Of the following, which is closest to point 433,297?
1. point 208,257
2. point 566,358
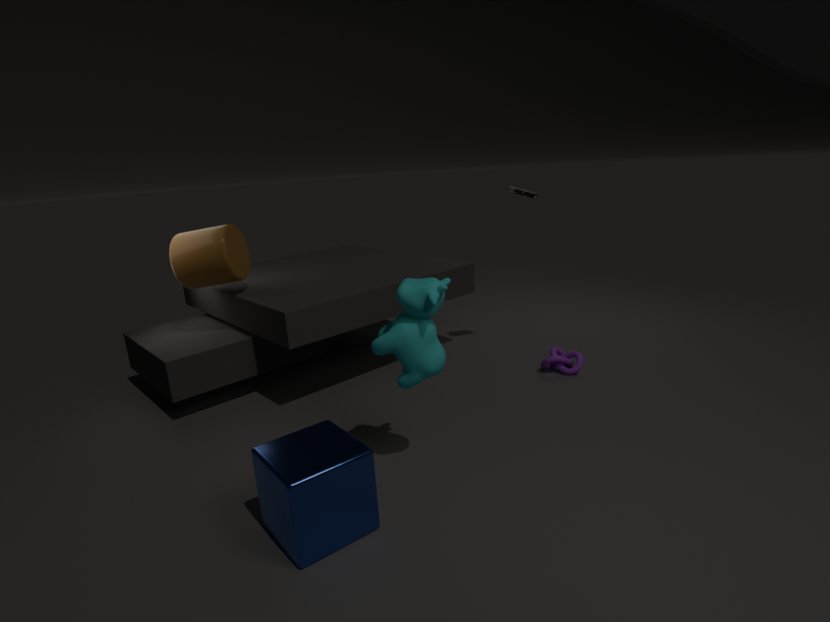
point 566,358
